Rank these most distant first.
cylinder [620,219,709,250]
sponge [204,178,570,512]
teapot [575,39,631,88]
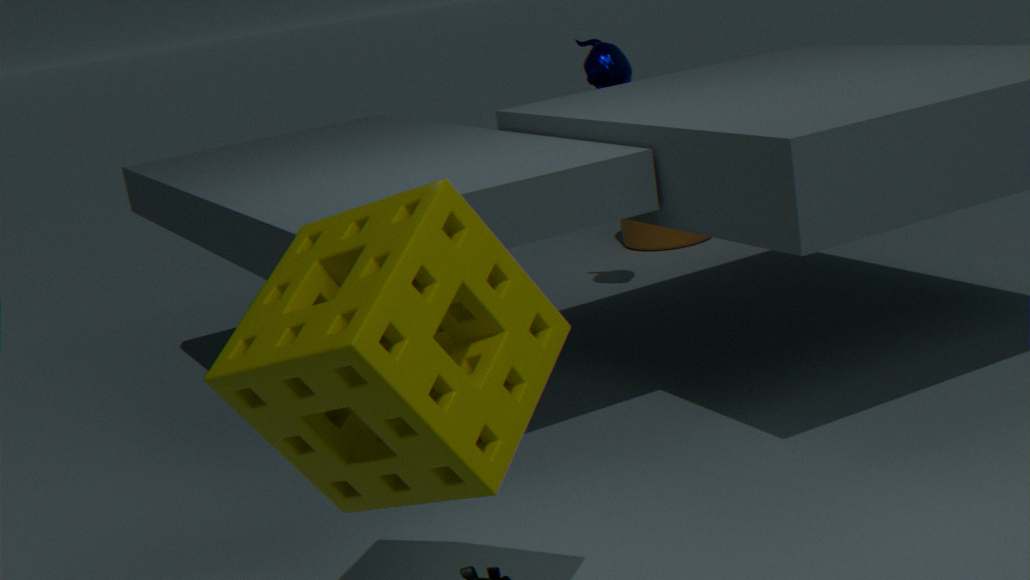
cylinder [620,219,709,250]
teapot [575,39,631,88]
sponge [204,178,570,512]
